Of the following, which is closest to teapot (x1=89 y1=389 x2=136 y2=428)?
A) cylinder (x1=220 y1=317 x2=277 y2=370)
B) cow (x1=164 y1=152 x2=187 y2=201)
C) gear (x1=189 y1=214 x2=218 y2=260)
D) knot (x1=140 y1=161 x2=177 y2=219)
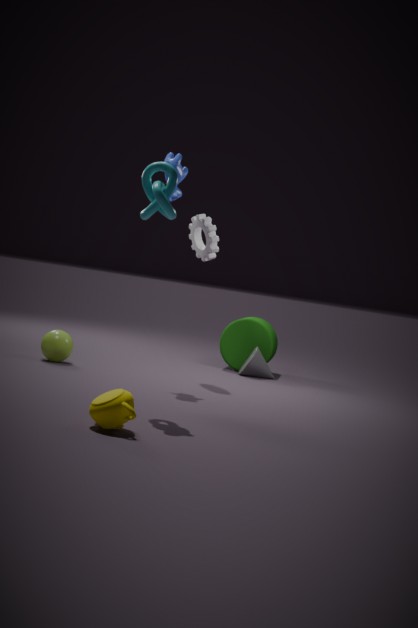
knot (x1=140 y1=161 x2=177 y2=219)
